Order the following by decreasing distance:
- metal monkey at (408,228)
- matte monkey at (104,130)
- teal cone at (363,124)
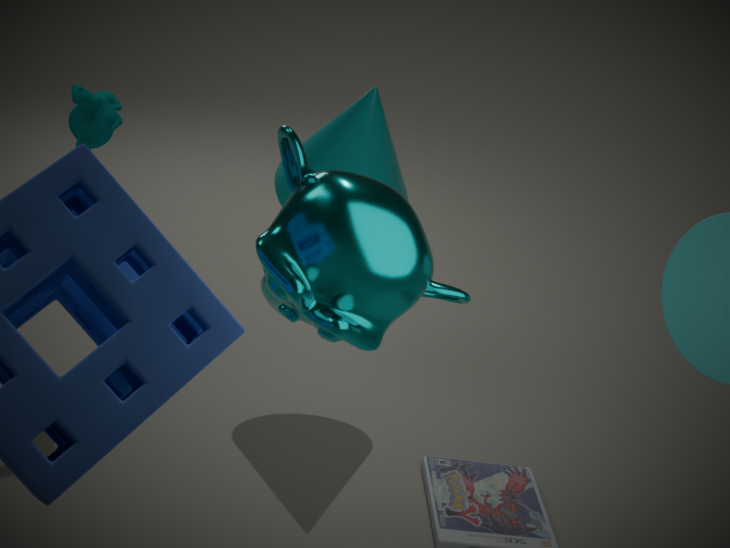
teal cone at (363,124)
matte monkey at (104,130)
metal monkey at (408,228)
